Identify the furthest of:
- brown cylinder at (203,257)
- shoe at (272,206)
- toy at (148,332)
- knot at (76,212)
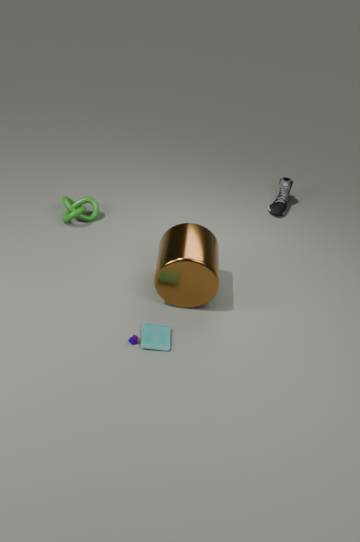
shoe at (272,206)
